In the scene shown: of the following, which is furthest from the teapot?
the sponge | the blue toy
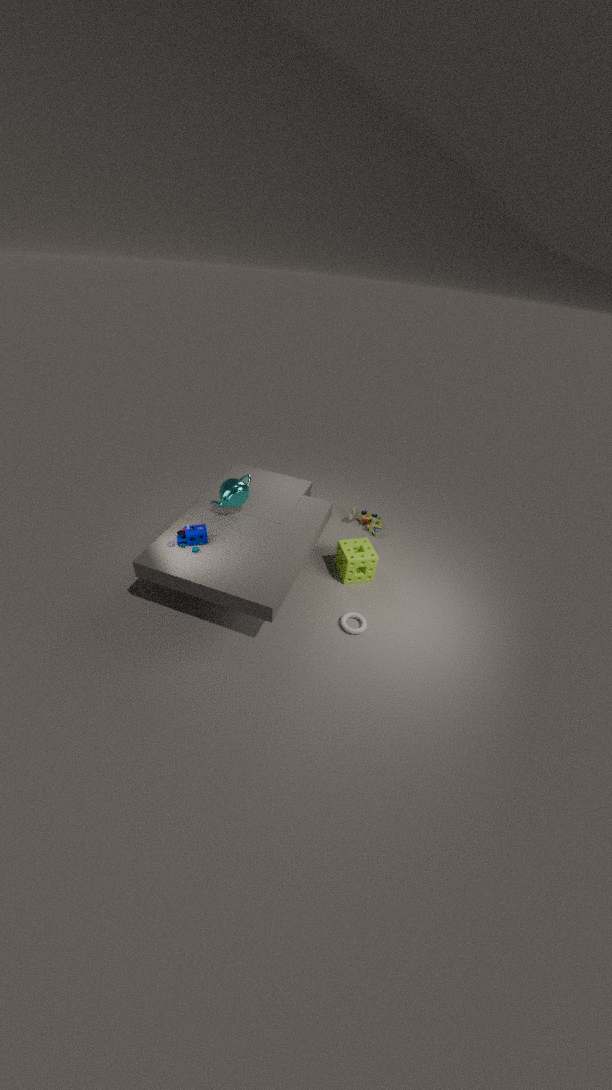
the sponge
